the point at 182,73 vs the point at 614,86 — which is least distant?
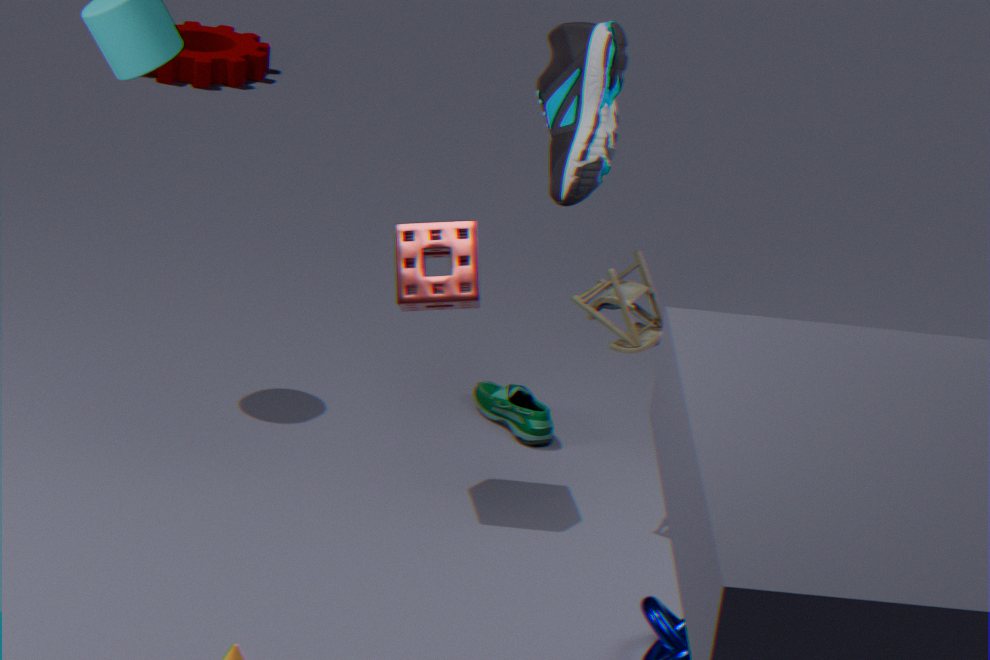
the point at 614,86
